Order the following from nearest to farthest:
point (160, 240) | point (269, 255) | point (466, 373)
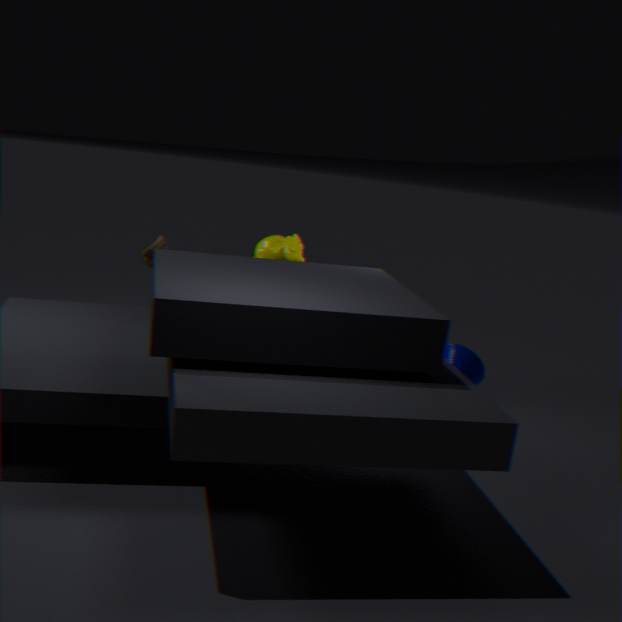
1. point (160, 240)
2. point (269, 255)
3. point (466, 373)
